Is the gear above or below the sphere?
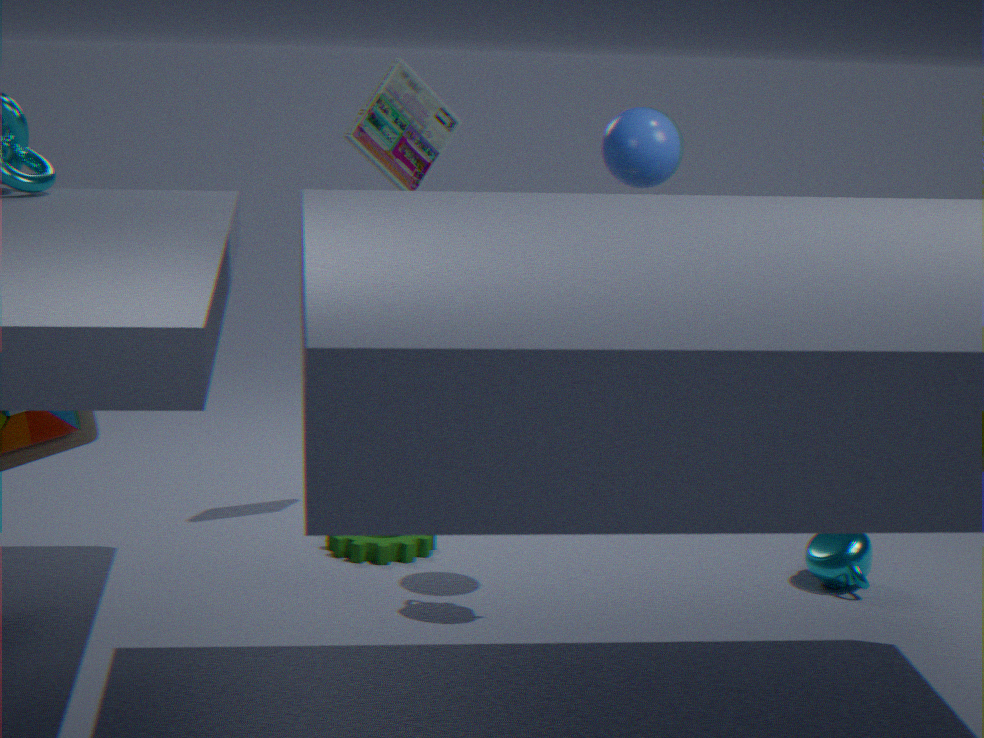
below
